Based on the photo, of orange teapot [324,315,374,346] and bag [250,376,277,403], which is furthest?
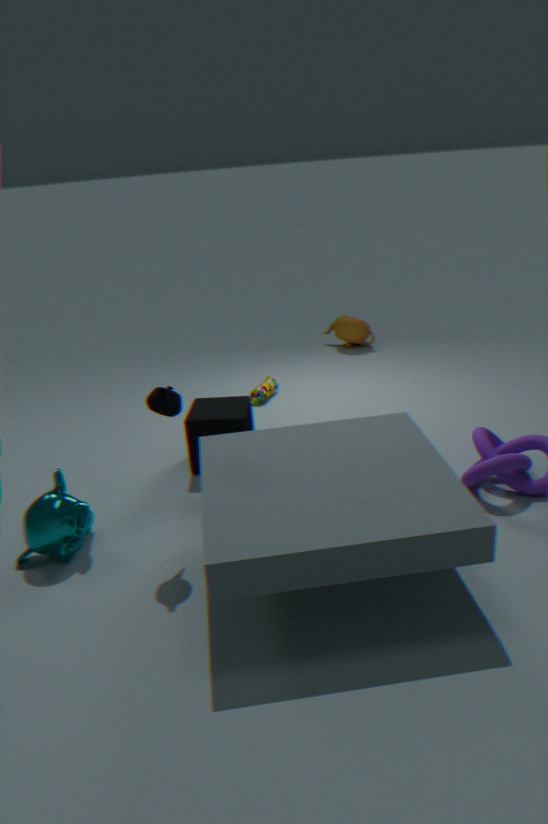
orange teapot [324,315,374,346]
